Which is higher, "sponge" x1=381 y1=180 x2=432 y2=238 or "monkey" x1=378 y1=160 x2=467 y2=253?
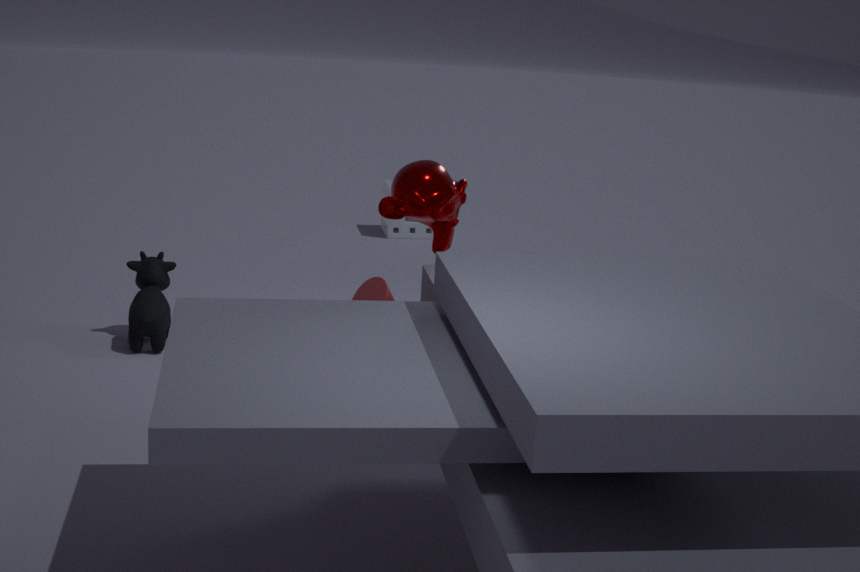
"monkey" x1=378 y1=160 x2=467 y2=253
